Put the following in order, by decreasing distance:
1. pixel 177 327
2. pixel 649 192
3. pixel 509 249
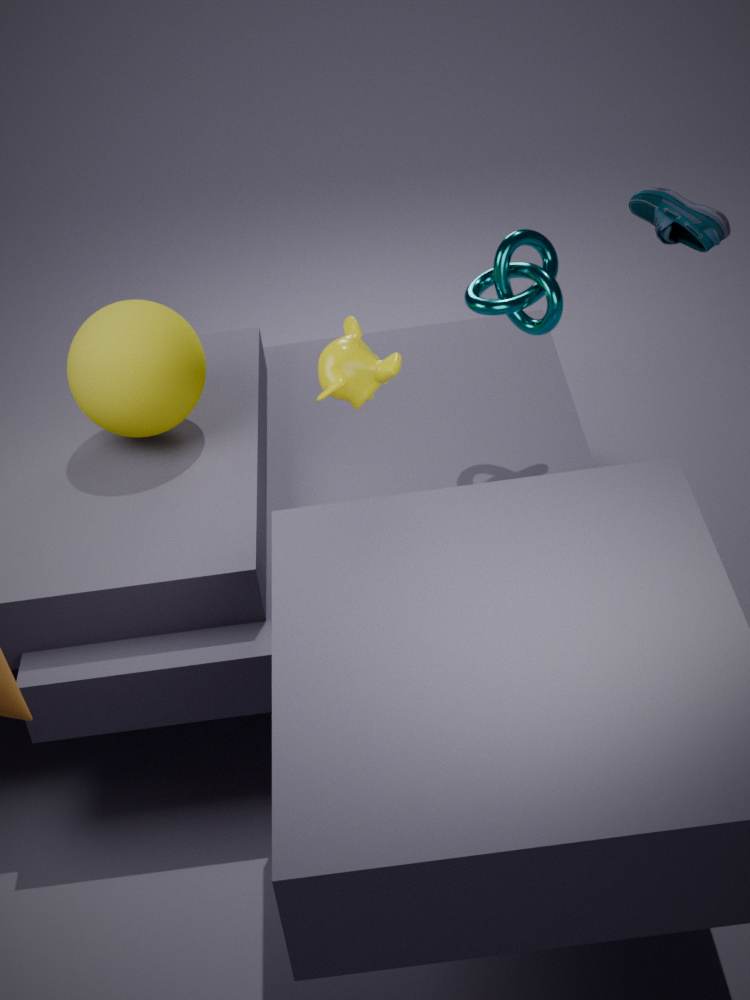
pixel 177 327
pixel 509 249
pixel 649 192
